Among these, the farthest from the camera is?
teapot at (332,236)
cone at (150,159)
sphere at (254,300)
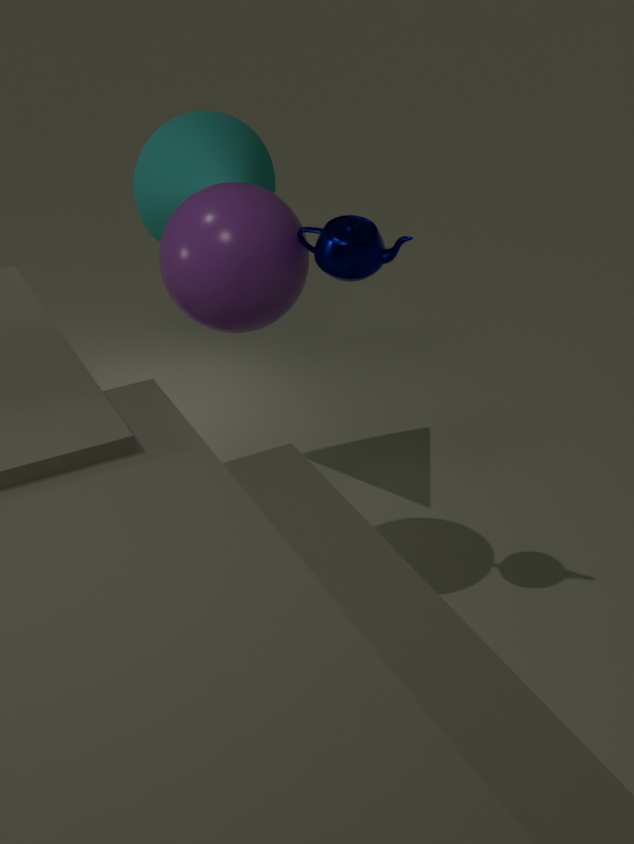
cone at (150,159)
